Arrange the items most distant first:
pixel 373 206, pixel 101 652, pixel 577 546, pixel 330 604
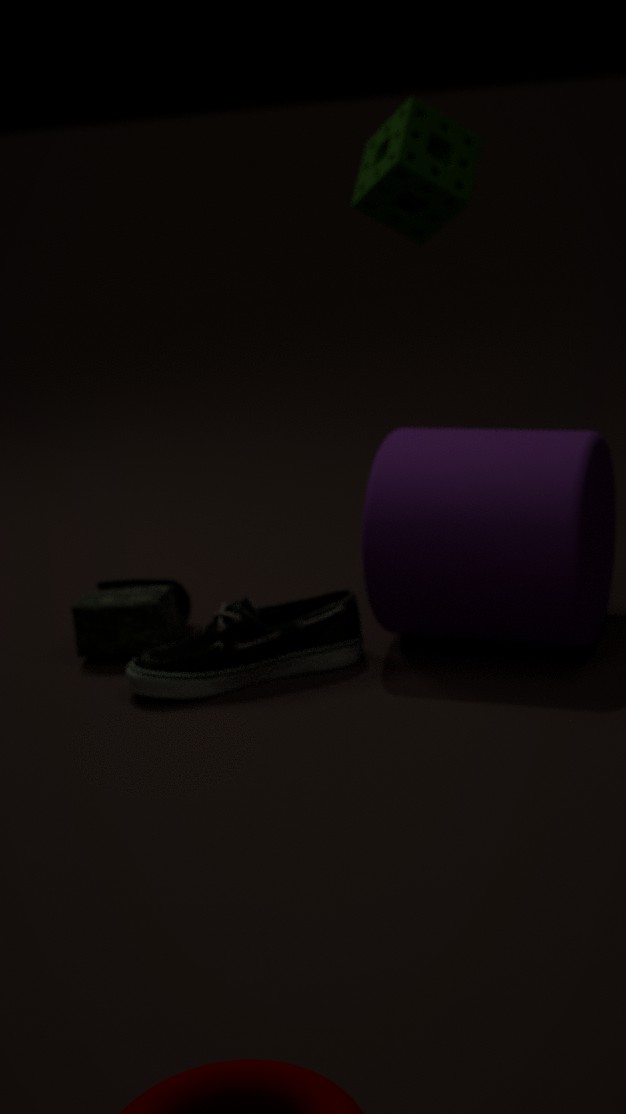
pixel 373 206 < pixel 101 652 < pixel 330 604 < pixel 577 546
